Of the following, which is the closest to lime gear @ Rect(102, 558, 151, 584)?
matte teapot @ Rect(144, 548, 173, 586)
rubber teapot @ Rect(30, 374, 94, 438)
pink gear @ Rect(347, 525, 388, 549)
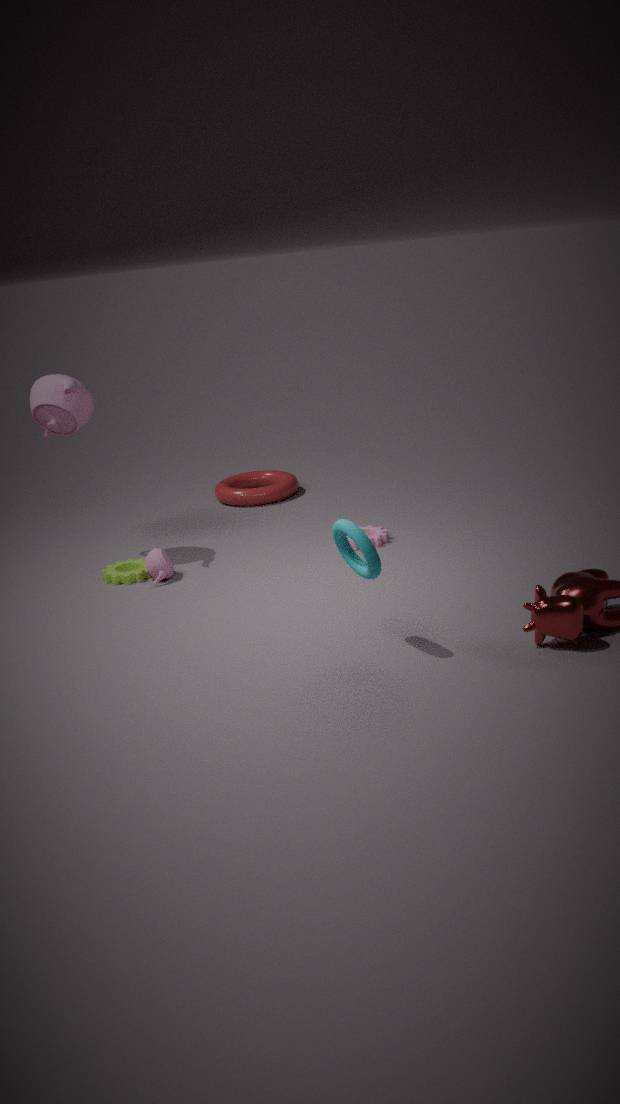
matte teapot @ Rect(144, 548, 173, 586)
